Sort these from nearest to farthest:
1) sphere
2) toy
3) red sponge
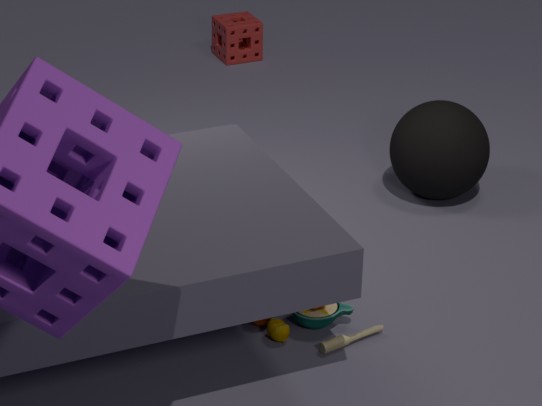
1. 2. toy
2. 1. sphere
3. 3. red sponge
